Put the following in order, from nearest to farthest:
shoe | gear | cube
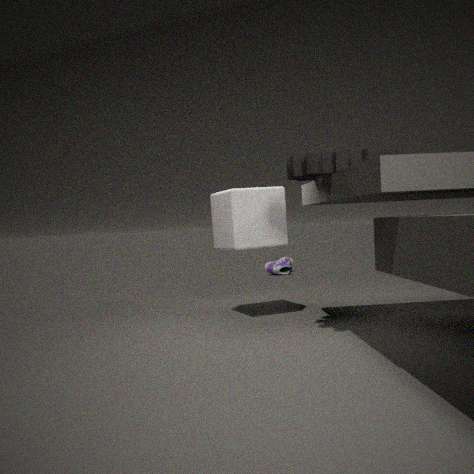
gear
cube
shoe
